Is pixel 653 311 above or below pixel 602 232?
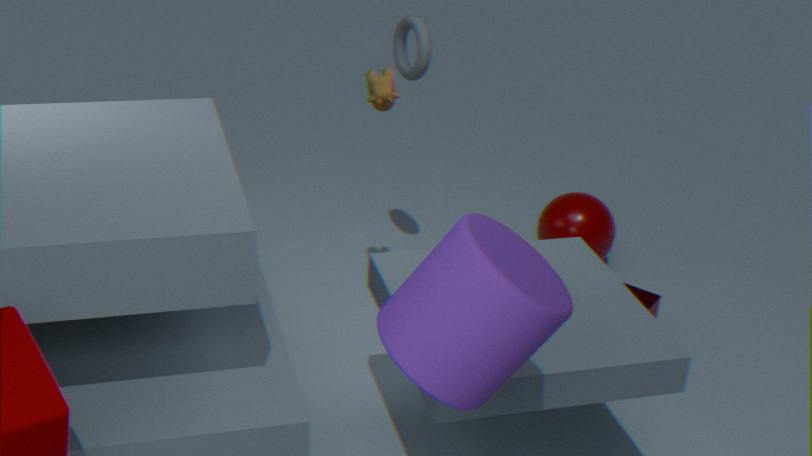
below
